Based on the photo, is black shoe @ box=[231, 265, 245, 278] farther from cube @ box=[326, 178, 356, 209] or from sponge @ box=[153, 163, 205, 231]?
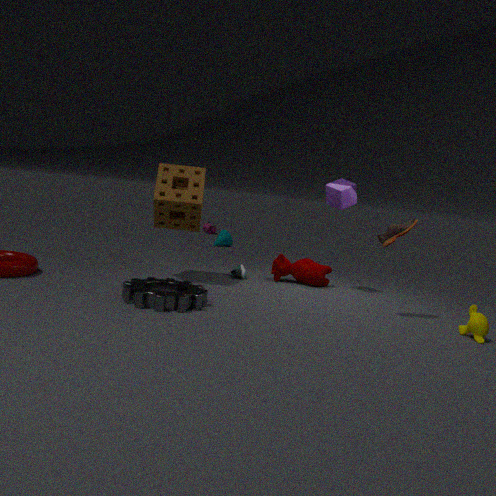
cube @ box=[326, 178, 356, 209]
